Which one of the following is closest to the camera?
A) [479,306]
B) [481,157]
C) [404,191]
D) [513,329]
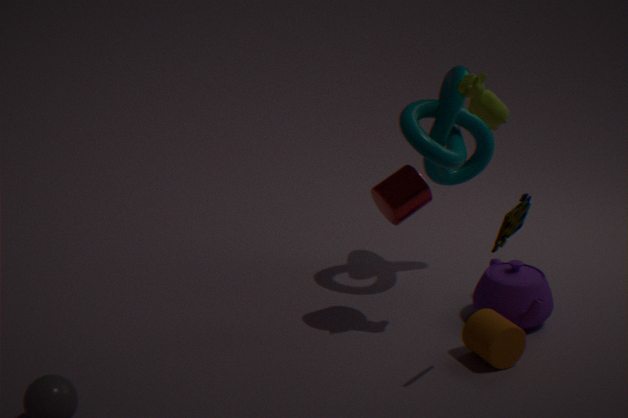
[513,329]
